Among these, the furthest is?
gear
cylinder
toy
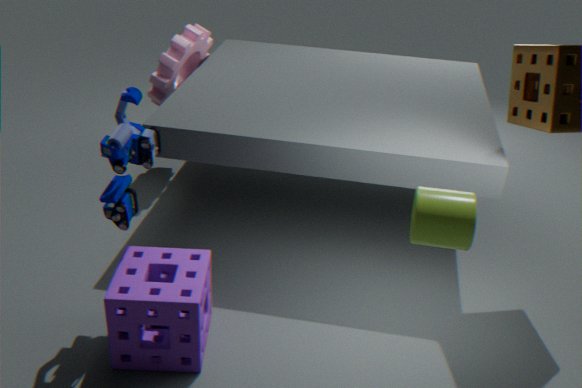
gear
